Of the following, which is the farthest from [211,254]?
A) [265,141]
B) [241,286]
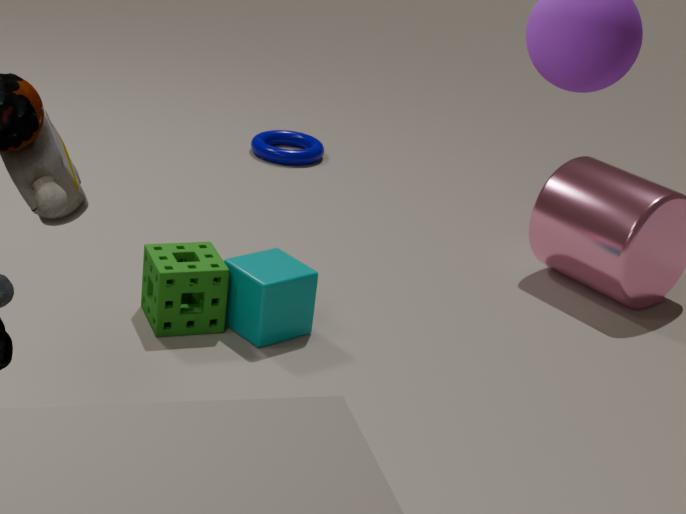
[265,141]
